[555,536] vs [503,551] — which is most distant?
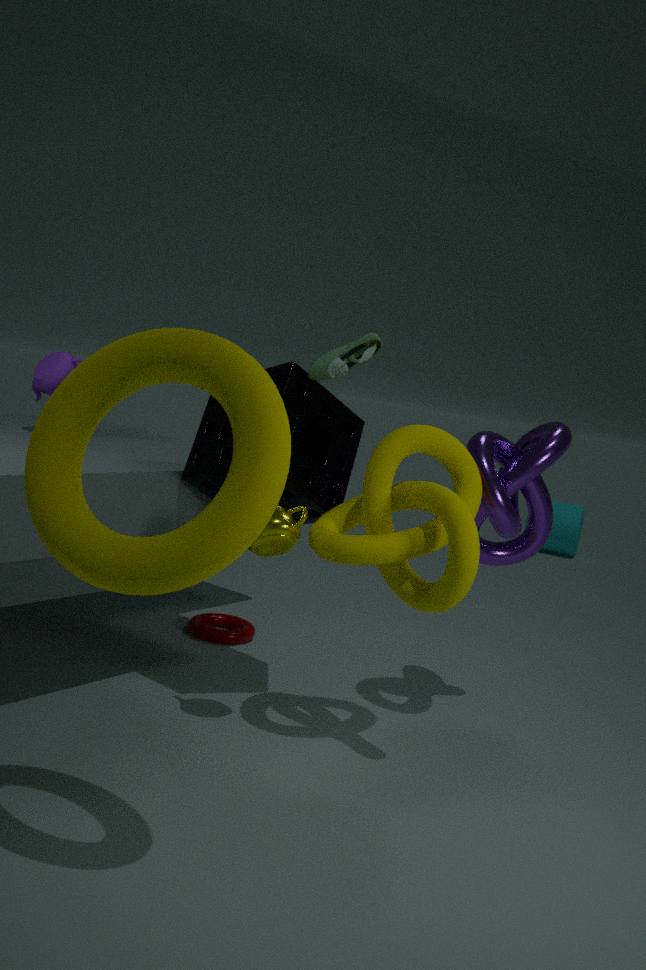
[555,536]
